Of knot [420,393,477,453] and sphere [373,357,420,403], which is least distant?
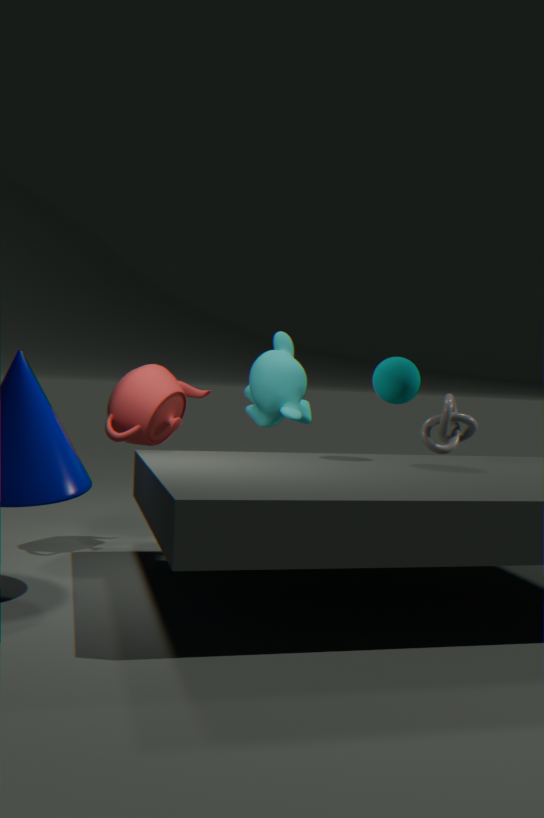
sphere [373,357,420,403]
